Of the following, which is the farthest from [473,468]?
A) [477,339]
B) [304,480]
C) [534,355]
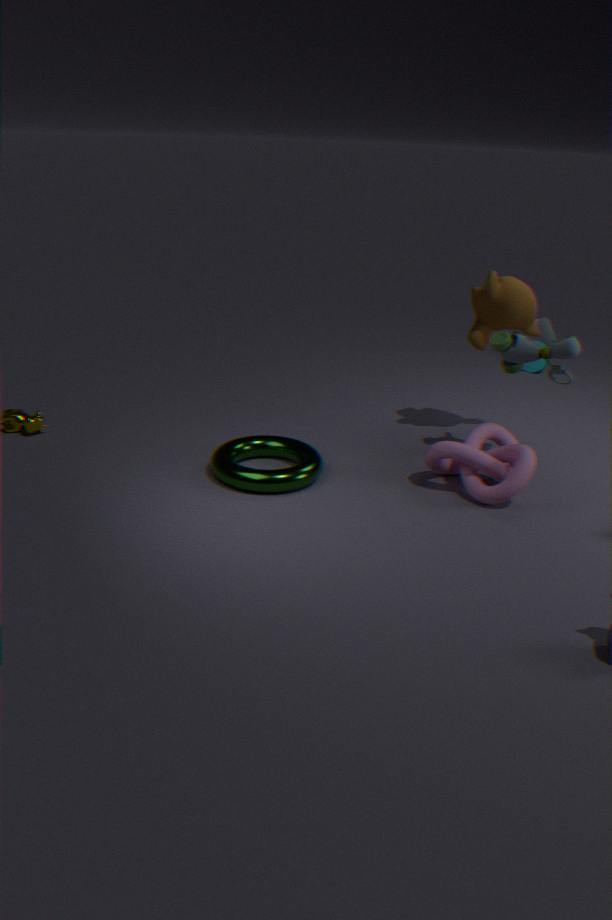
[304,480]
